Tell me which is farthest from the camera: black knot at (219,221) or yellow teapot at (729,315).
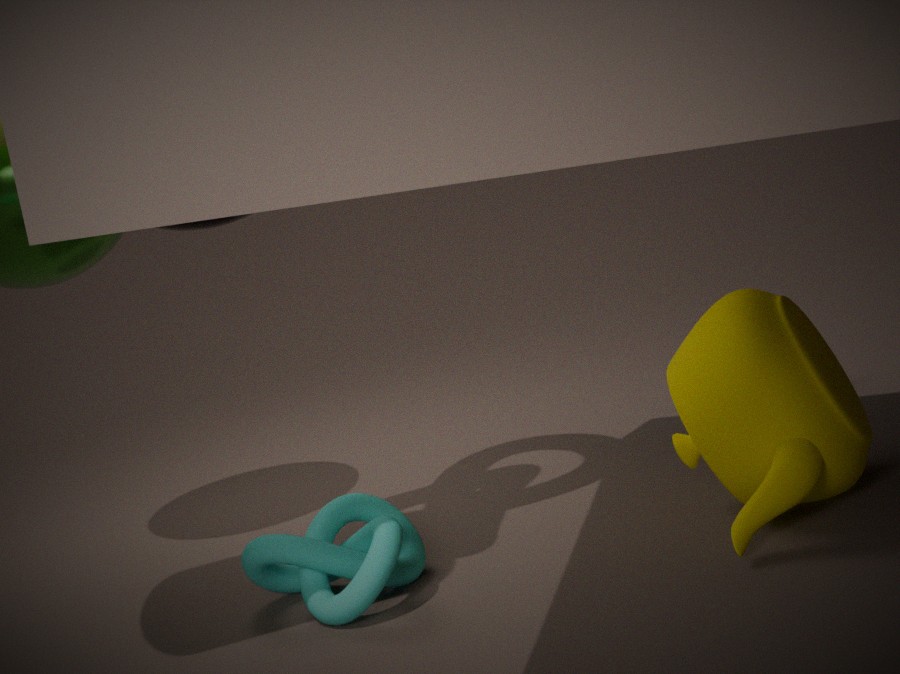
black knot at (219,221)
